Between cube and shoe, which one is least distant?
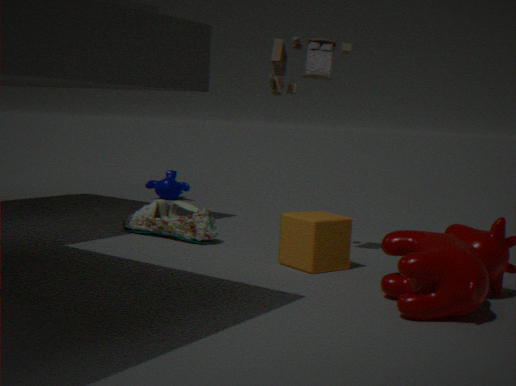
cube
